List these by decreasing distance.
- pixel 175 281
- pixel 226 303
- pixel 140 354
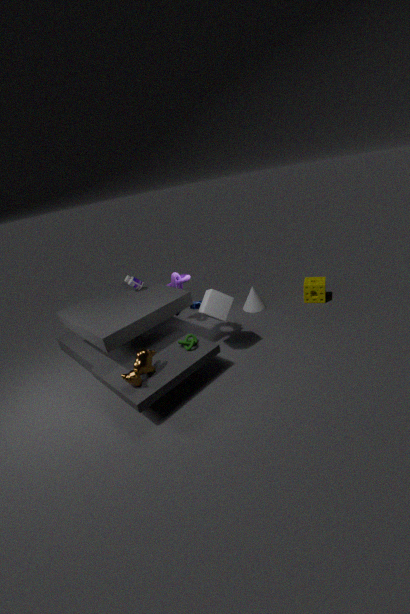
pixel 175 281, pixel 226 303, pixel 140 354
